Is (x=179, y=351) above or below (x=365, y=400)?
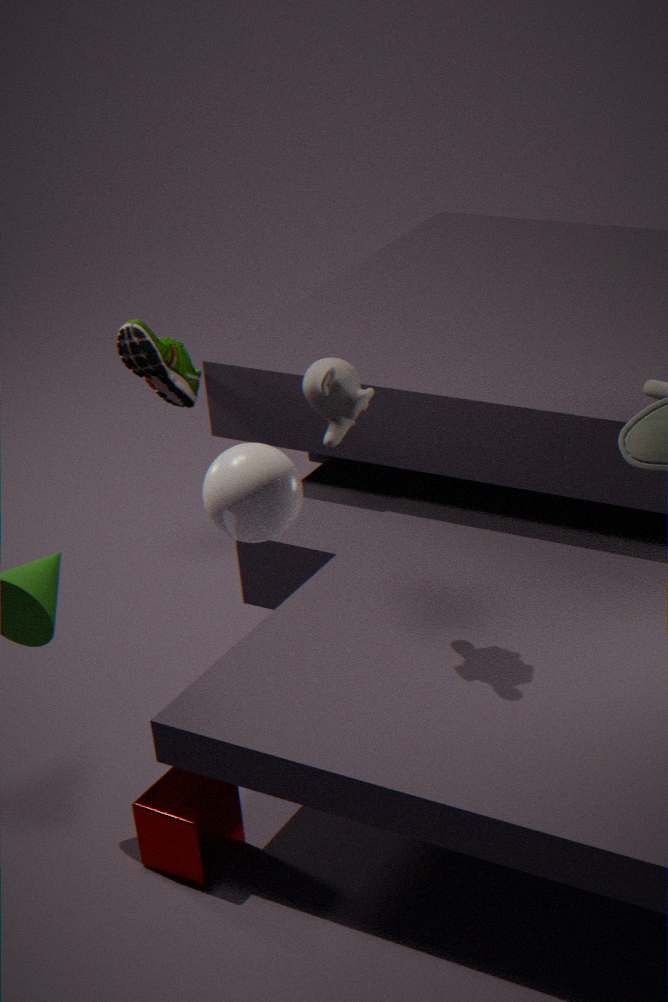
below
